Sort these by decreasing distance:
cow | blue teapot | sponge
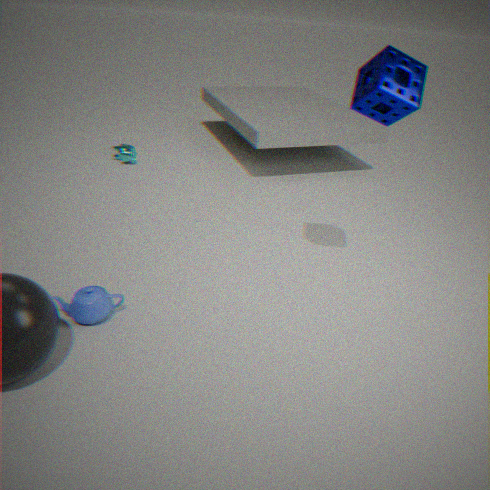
cow < blue teapot < sponge
